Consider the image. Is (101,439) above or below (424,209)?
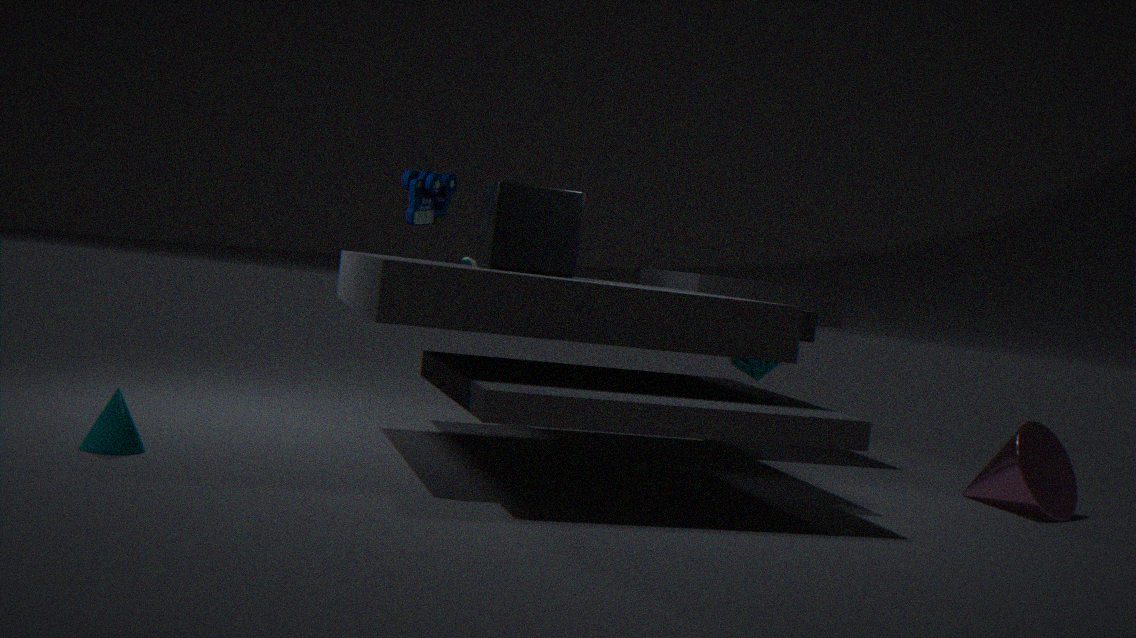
below
